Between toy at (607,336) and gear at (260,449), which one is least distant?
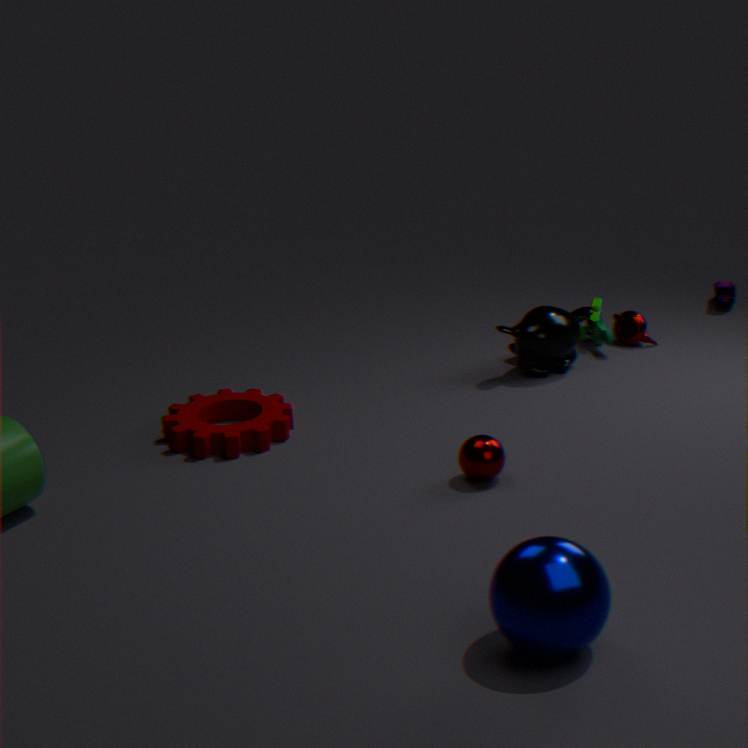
gear at (260,449)
